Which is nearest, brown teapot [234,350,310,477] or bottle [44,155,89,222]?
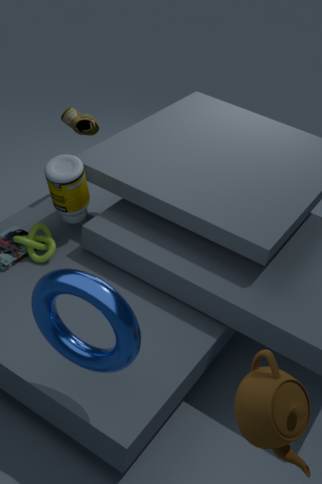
brown teapot [234,350,310,477]
